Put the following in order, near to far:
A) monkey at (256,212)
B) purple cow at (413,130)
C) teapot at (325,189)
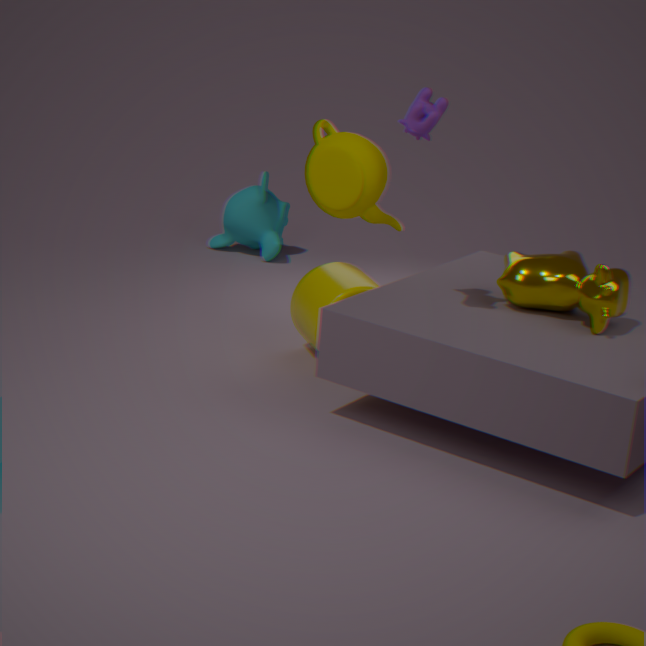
purple cow at (413,130), teapot at (325,189), monkey at (256,212)
